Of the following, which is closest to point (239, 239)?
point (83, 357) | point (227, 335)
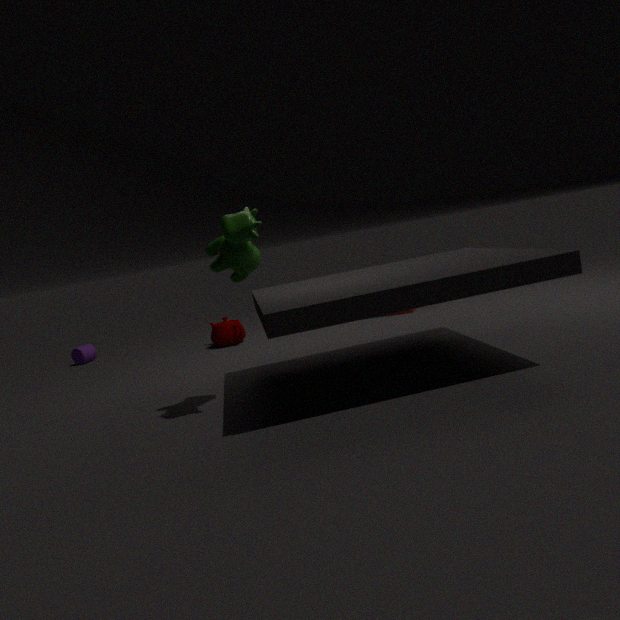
point (227, 335)
